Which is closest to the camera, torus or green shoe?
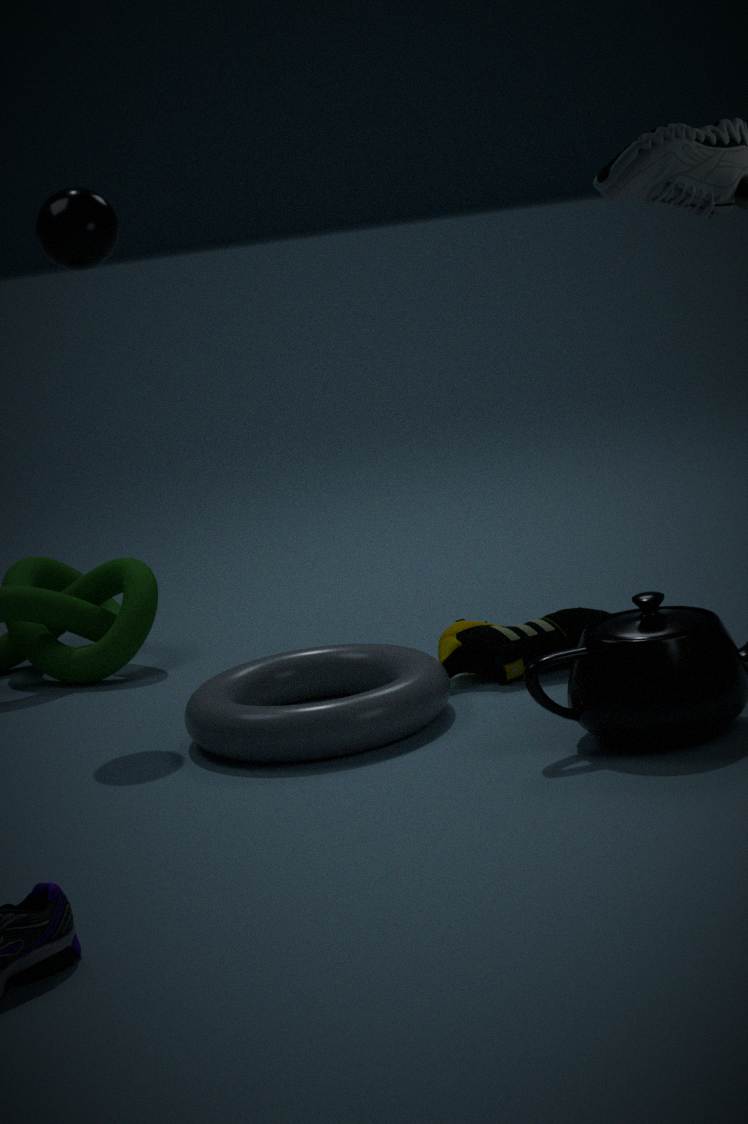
torus
